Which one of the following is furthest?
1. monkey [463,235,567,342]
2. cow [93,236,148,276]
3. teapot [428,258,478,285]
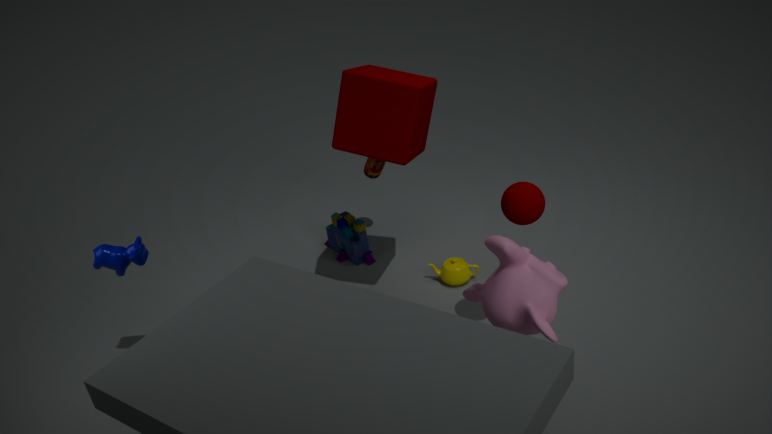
teapot [428,258,478,285]
